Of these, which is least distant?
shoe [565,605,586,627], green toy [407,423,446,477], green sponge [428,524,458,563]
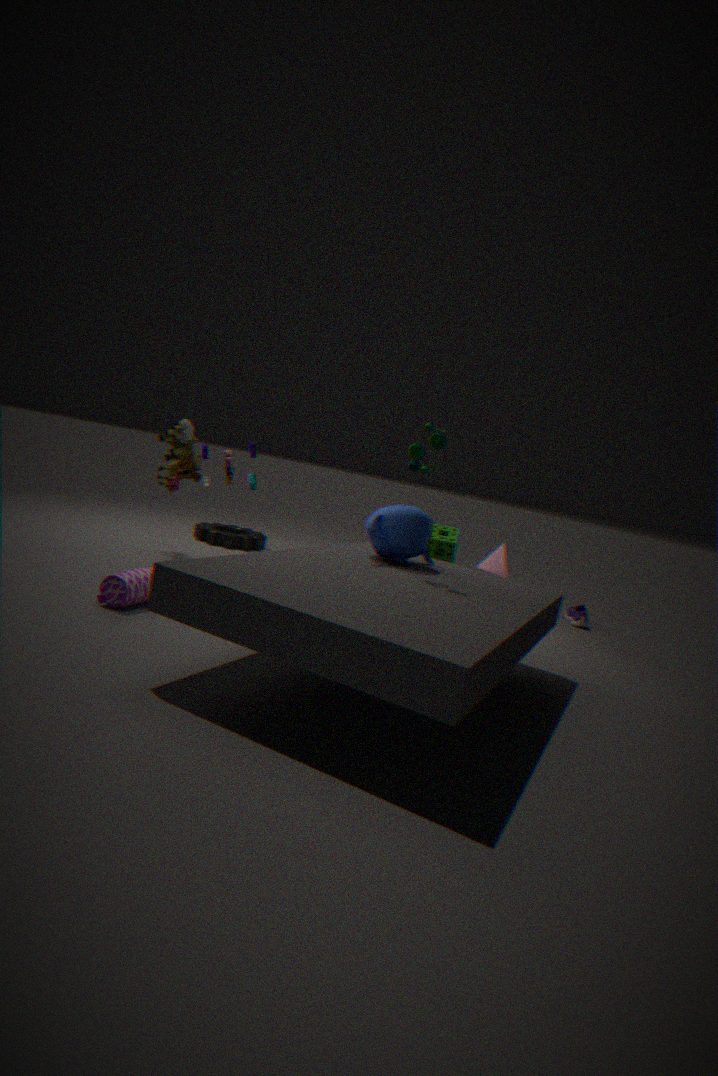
green toy [407,423,446,477]
